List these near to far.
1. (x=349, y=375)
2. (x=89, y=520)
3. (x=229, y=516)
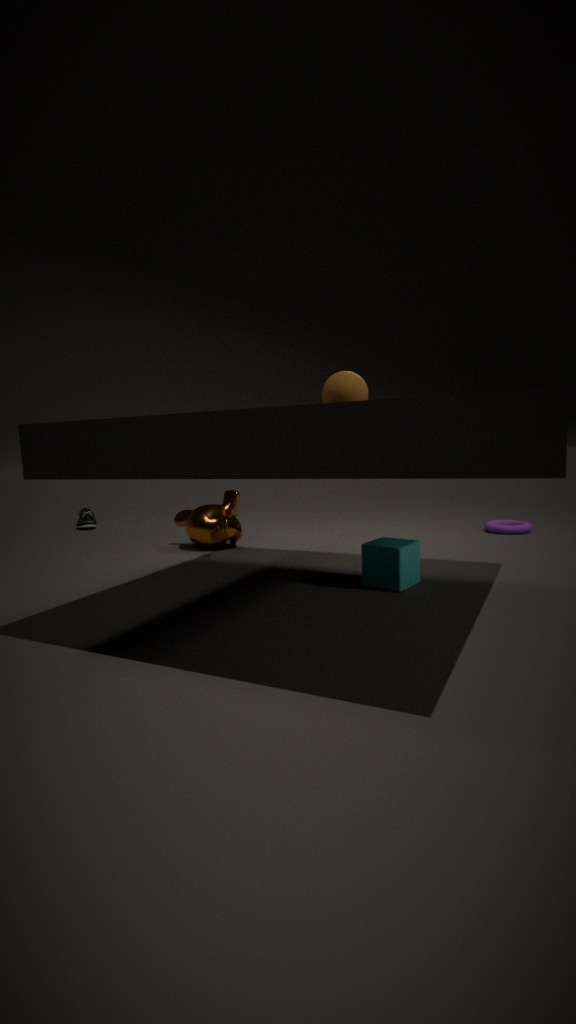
1. (x=349, y=375)
2. (x=229, y=516)
3. (x=89, y=520)
